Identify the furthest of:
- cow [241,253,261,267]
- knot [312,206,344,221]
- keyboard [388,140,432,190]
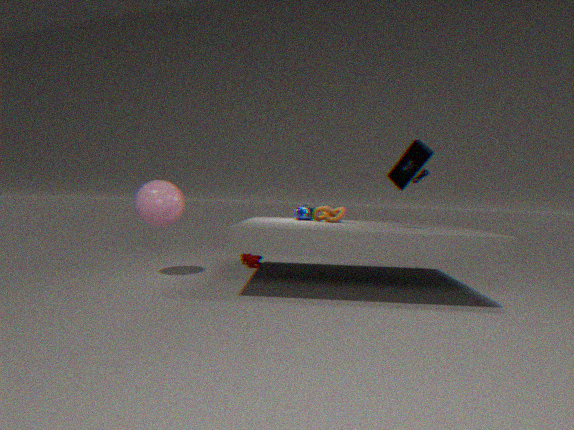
cow [241,253,261,267]
